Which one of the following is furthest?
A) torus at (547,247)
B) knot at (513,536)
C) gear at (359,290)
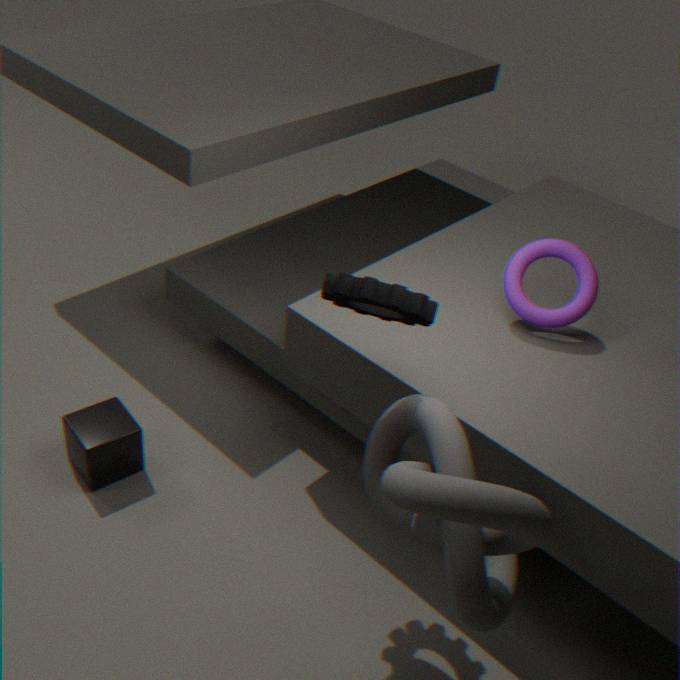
torus at (547,247)
